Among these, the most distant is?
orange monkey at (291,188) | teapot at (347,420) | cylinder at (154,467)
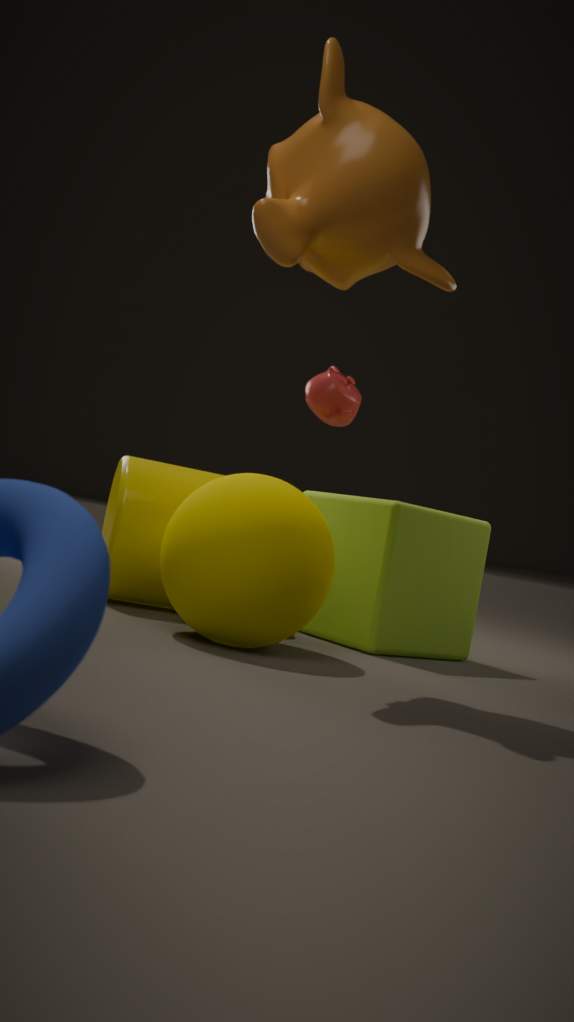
teapot at (347,420)
